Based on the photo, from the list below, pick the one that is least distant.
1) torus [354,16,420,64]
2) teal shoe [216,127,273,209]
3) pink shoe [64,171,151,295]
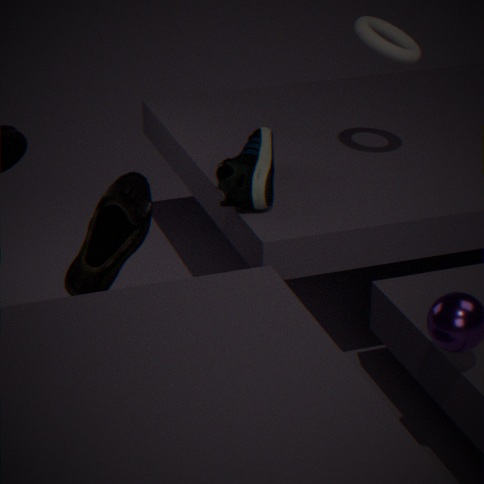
3. pink shoe [64,171,151,295]
